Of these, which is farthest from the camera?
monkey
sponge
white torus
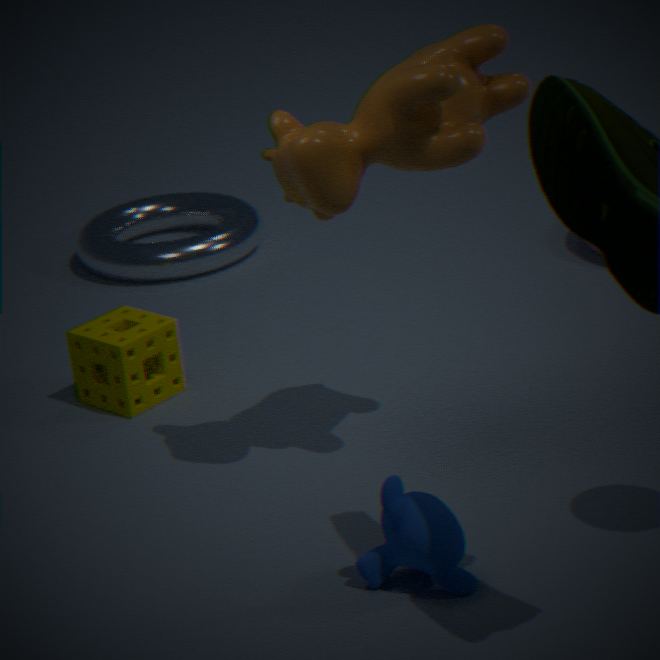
white torus
